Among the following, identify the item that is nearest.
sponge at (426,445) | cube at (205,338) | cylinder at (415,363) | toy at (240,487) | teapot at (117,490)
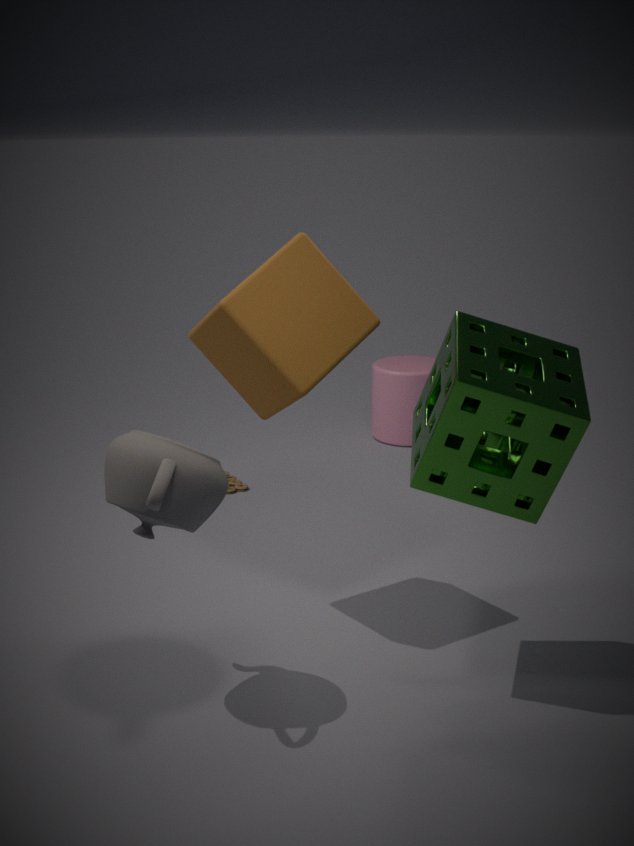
teapot at (117,490)
